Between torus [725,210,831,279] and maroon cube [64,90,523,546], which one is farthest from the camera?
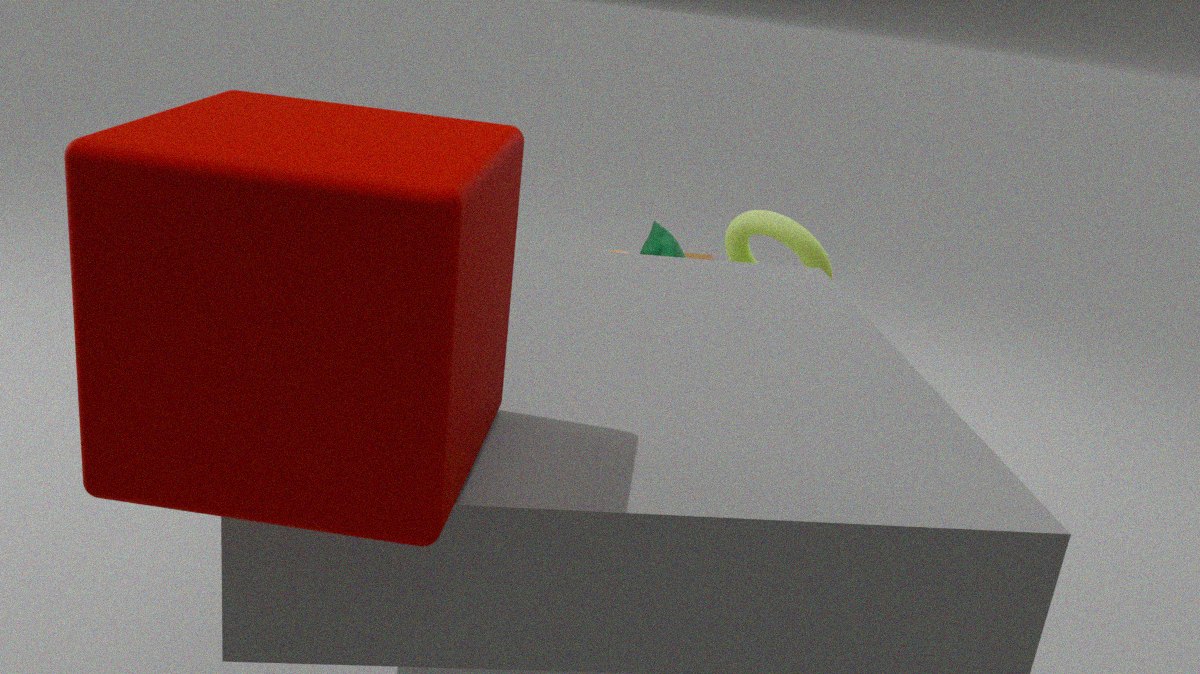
torus [725,210,831,279]
